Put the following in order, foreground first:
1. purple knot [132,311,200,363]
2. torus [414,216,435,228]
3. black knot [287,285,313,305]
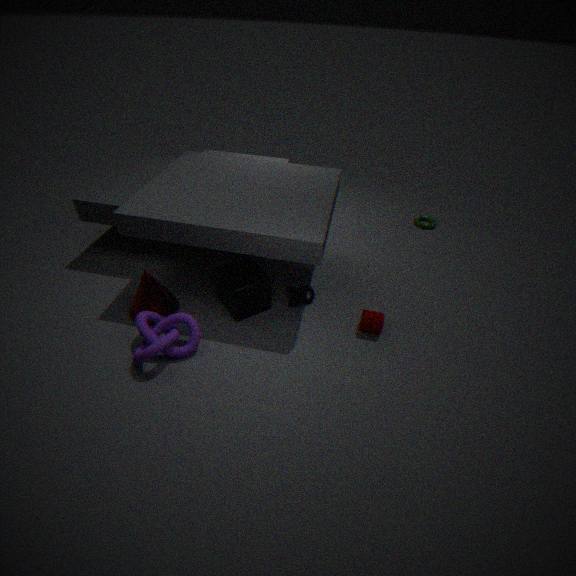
purple knot [132,311,200,363] → black knot [287,285,313,305] → torus [414,216,435,228]
